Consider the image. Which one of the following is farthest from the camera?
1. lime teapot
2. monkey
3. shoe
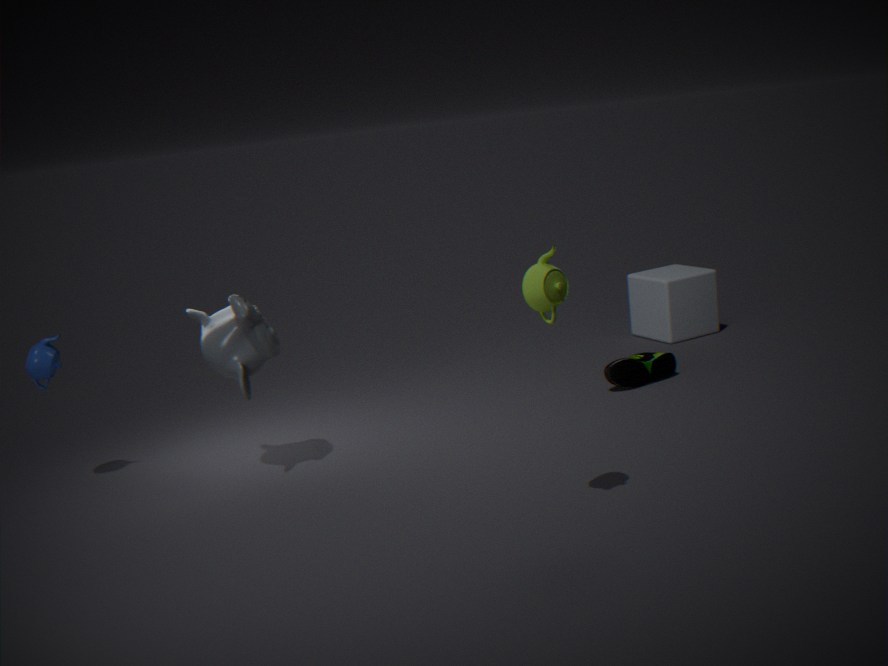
shoe
